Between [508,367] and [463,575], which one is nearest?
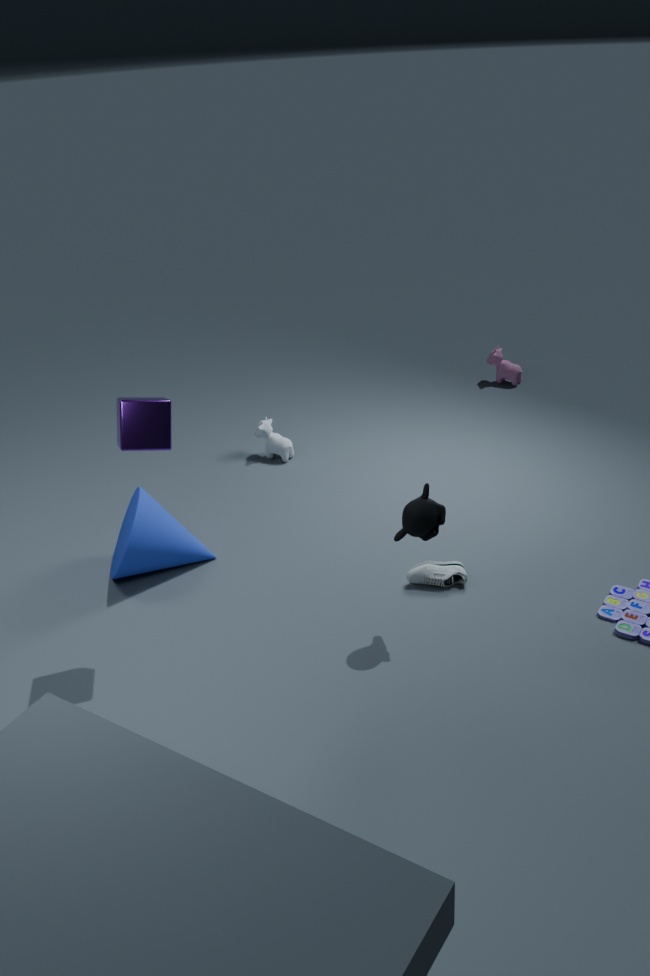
[463,575]
